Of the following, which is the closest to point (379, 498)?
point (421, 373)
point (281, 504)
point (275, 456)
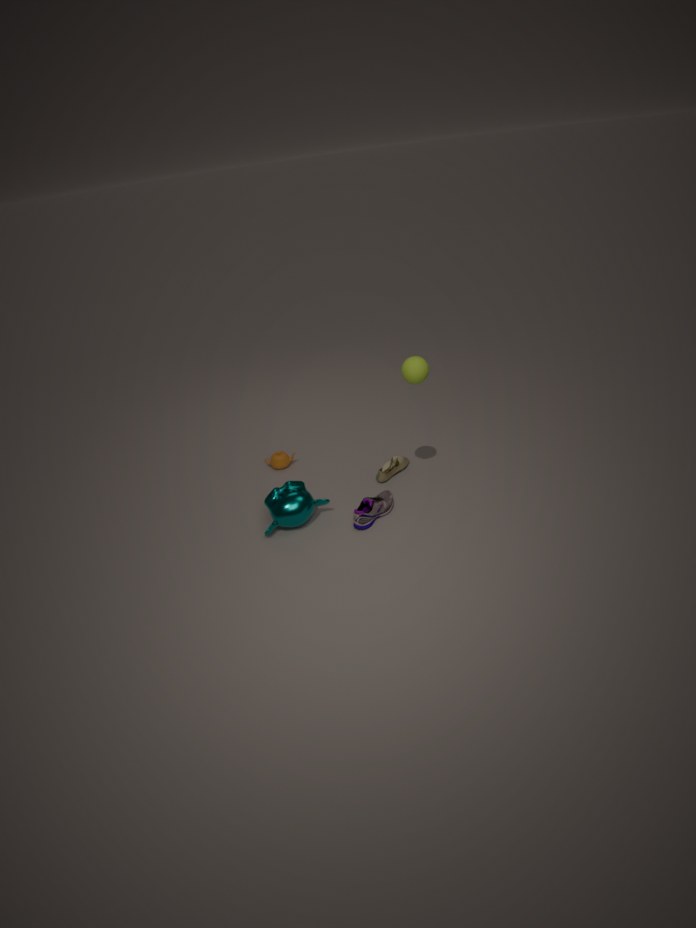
point (281, 504)
